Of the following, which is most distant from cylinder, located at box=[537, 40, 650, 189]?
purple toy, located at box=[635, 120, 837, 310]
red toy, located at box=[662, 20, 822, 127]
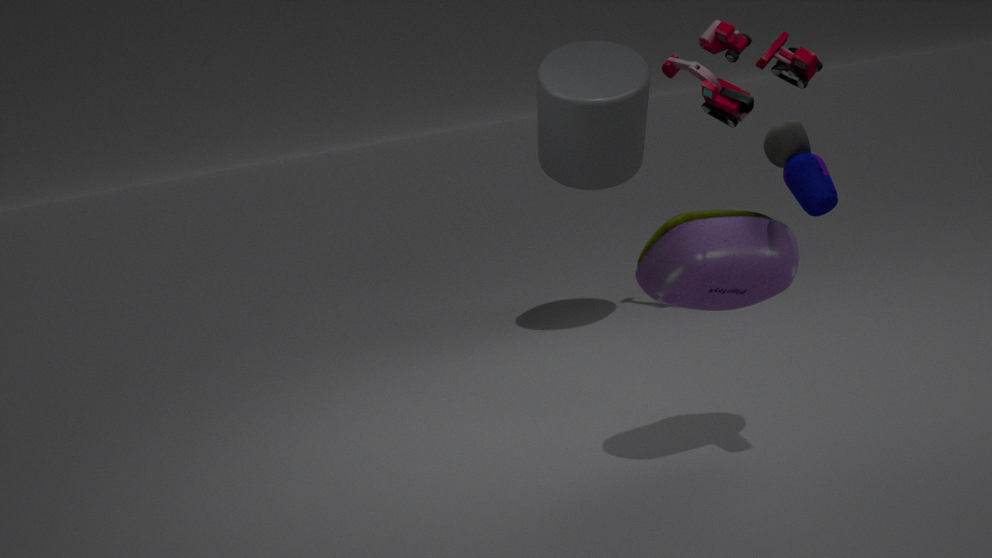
purple toy, located at box=[635, 120, 837, 310]
